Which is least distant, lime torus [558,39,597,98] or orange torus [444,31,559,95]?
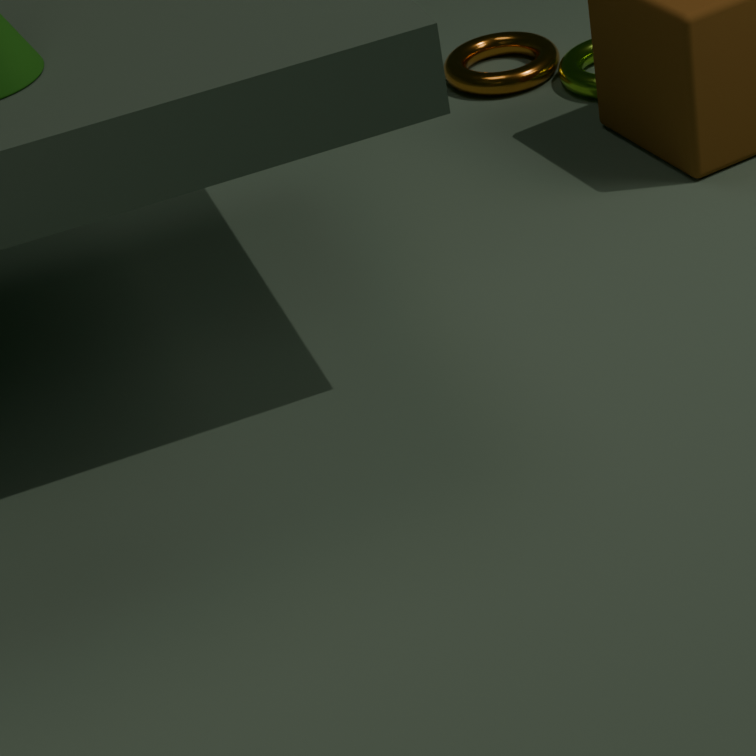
lime torus [558,39,597,98]
